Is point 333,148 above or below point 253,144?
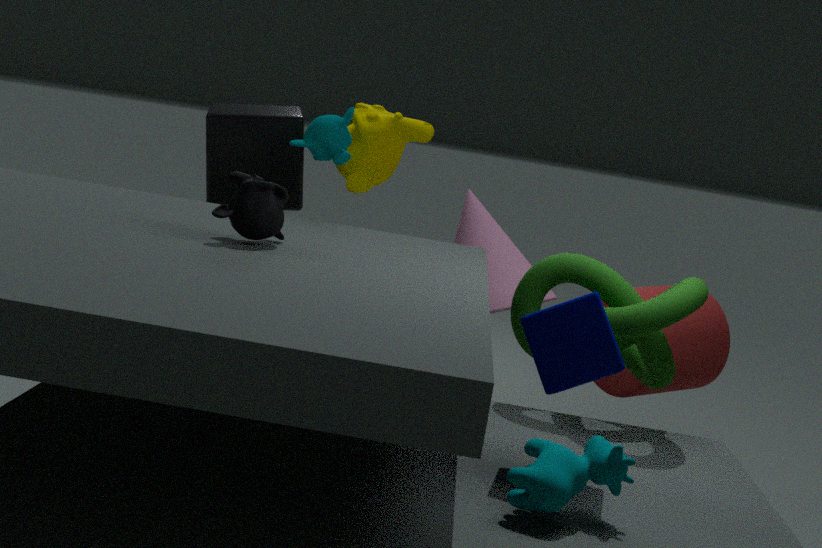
above
